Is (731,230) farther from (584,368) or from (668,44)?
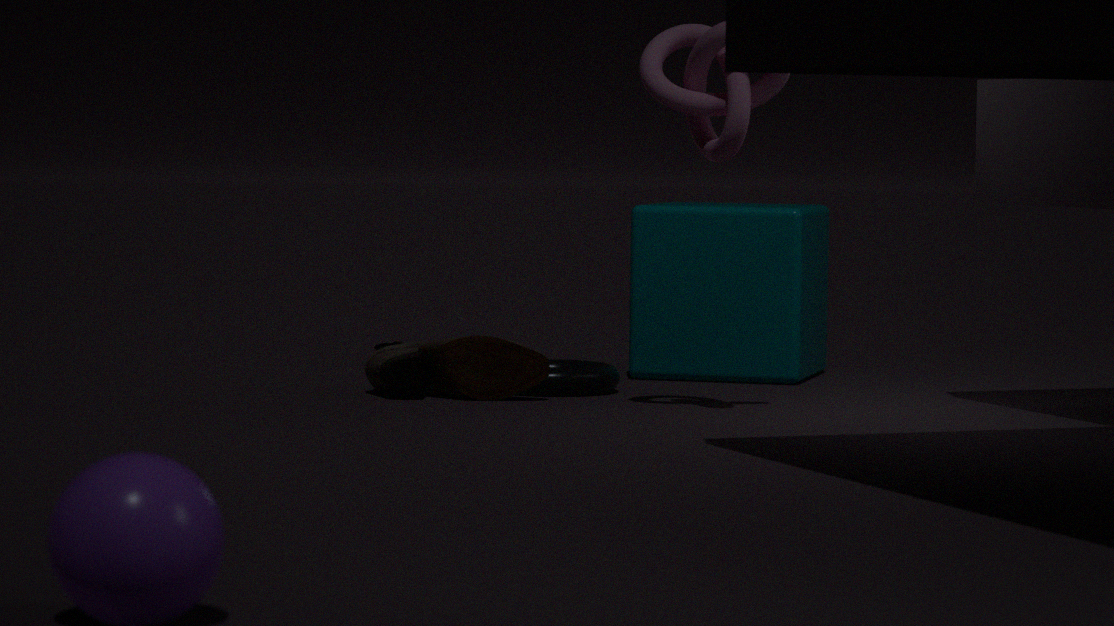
(668,44)
